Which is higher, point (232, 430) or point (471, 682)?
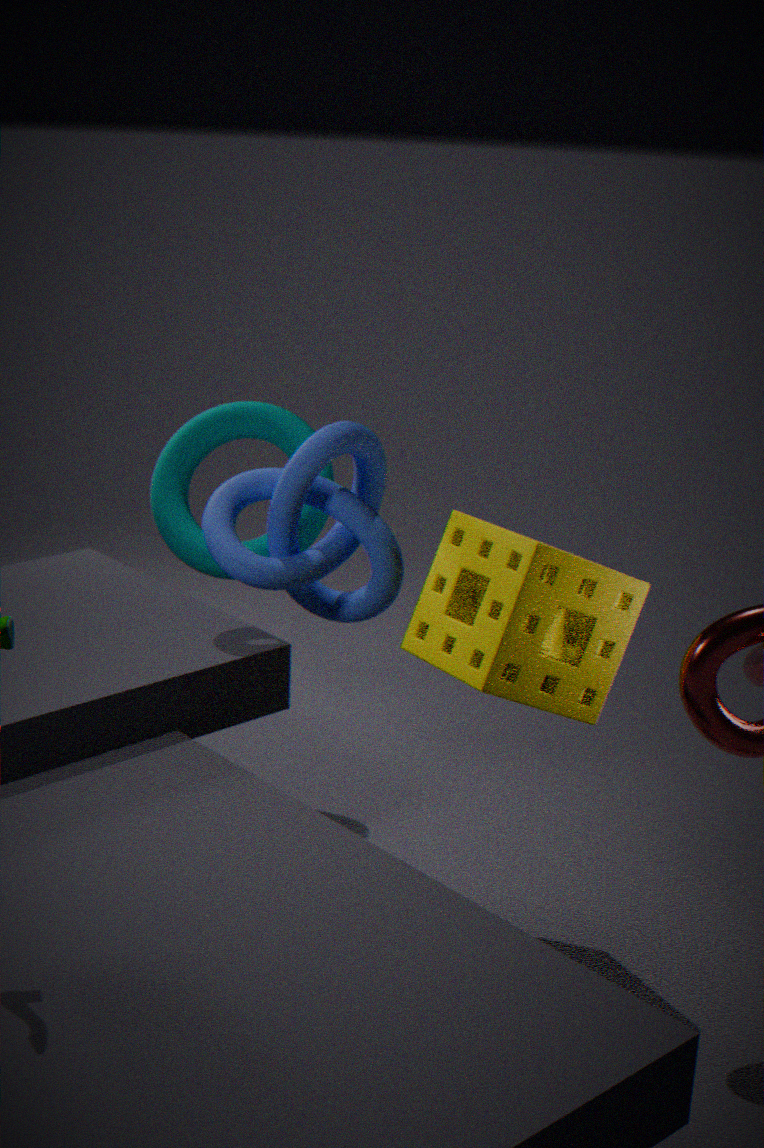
point (232, 430)
